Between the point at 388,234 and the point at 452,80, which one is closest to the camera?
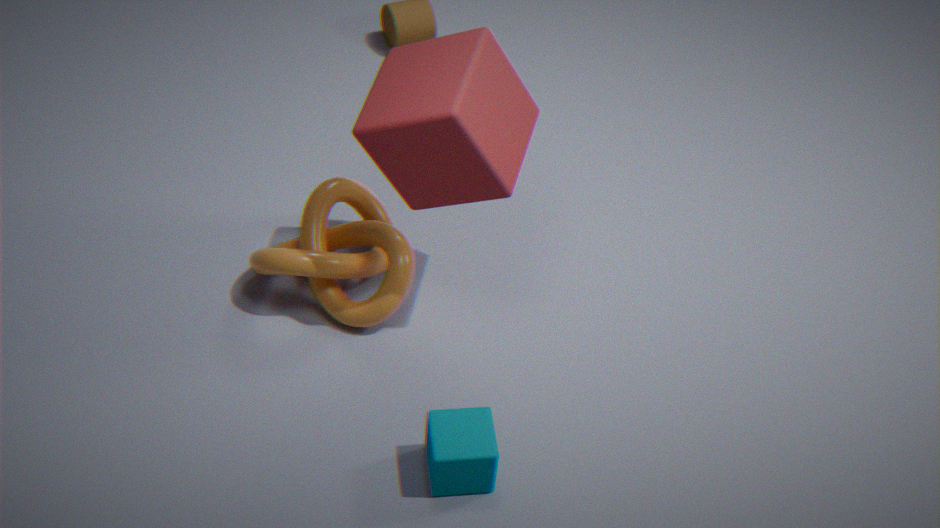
the point at 452,80
